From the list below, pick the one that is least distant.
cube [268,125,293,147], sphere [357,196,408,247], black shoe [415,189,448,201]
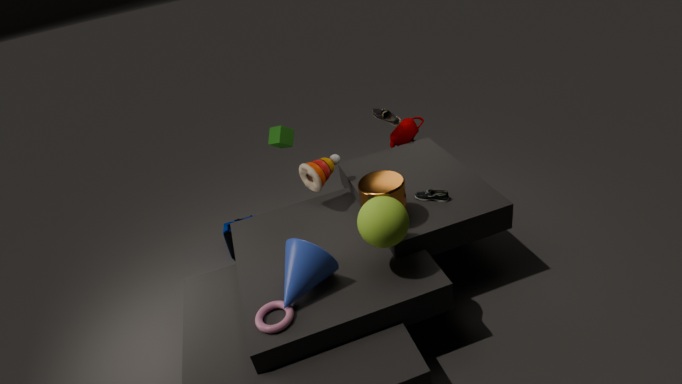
sphere [357,196,408,247]
